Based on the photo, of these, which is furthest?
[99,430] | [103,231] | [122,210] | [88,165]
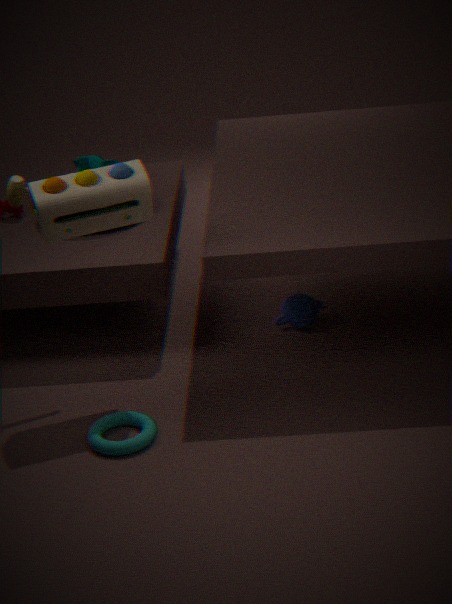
[88,165]
